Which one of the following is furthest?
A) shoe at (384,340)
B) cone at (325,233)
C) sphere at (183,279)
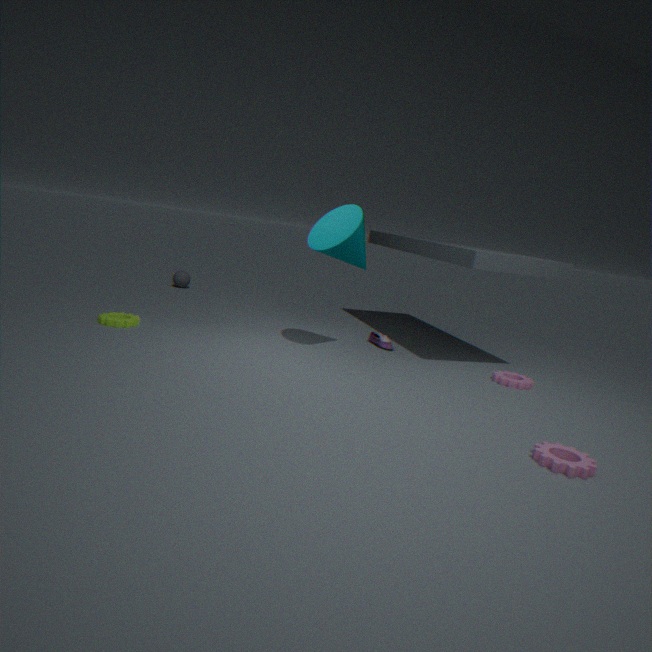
sphere at (183,279)
